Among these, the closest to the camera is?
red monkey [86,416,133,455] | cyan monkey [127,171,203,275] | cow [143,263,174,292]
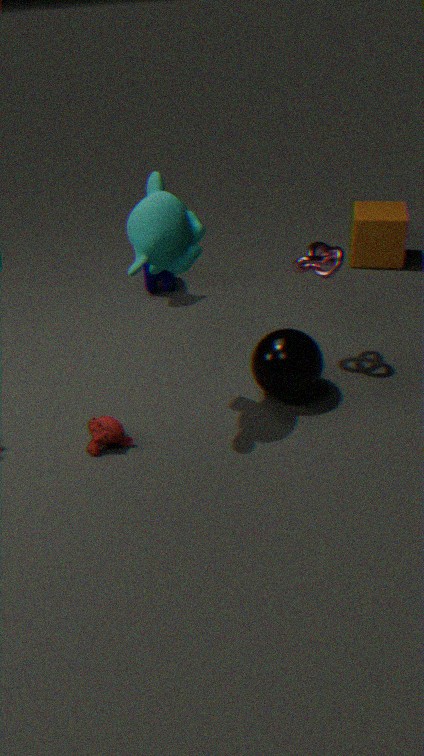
cyan monkey [127,171,203,275]
